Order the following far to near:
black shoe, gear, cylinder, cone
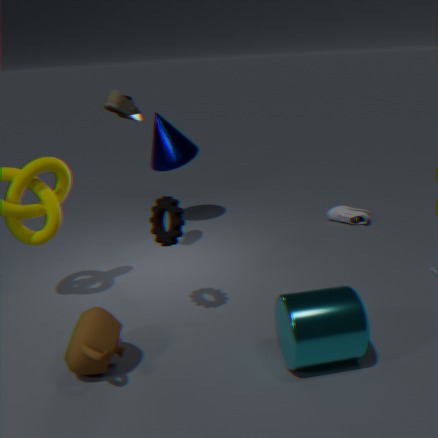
cone < black shoe < gear < cylinder
